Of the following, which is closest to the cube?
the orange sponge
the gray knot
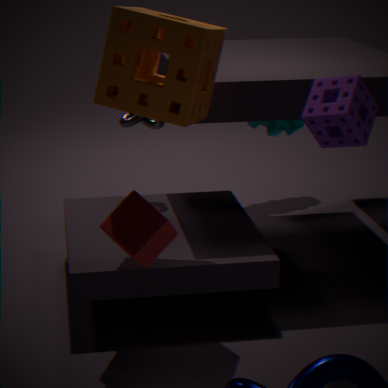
the orange sponge
